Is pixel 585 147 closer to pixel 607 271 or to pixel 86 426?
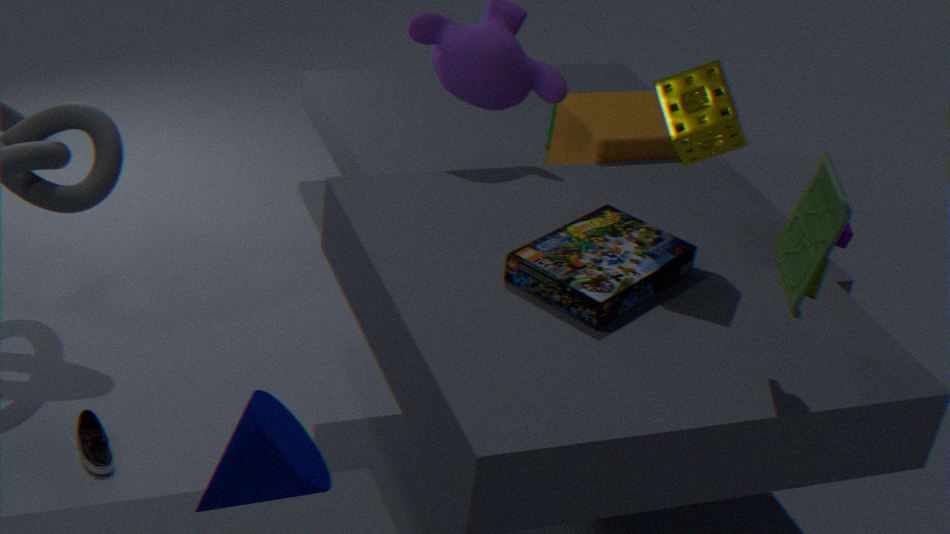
pixel 607 271
